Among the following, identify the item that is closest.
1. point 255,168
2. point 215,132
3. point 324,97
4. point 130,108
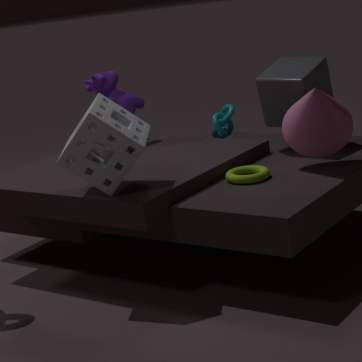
point 324,97
